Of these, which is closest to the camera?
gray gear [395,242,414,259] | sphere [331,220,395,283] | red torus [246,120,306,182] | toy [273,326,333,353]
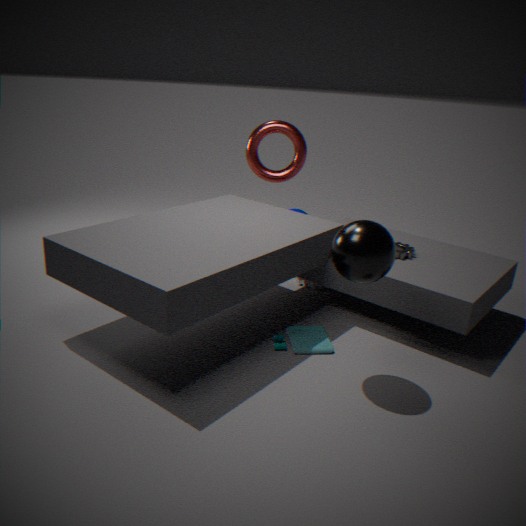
sphere [331,220,395,283]
